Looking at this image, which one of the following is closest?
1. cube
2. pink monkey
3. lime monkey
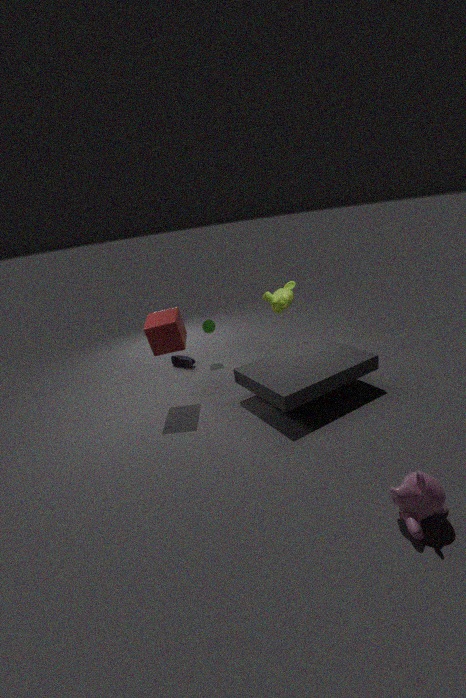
pink monkey
